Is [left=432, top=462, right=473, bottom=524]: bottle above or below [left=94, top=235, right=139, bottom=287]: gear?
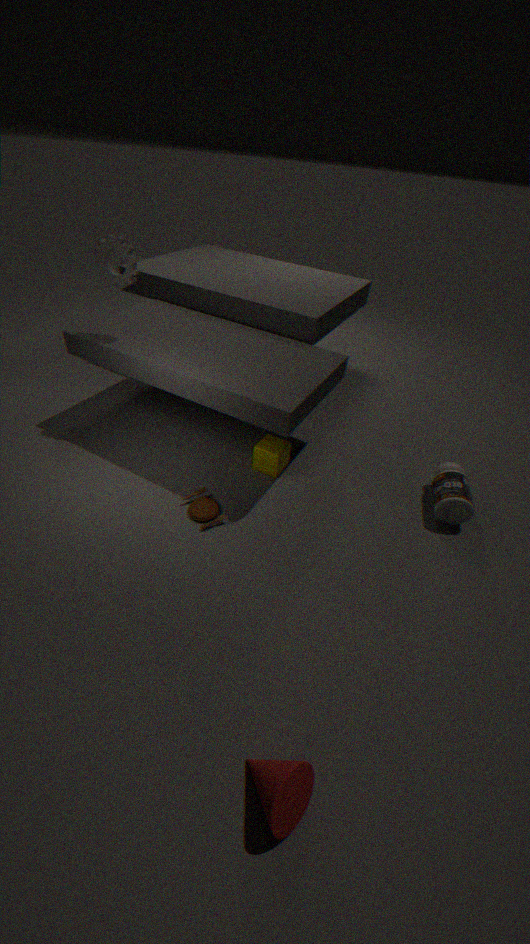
below
